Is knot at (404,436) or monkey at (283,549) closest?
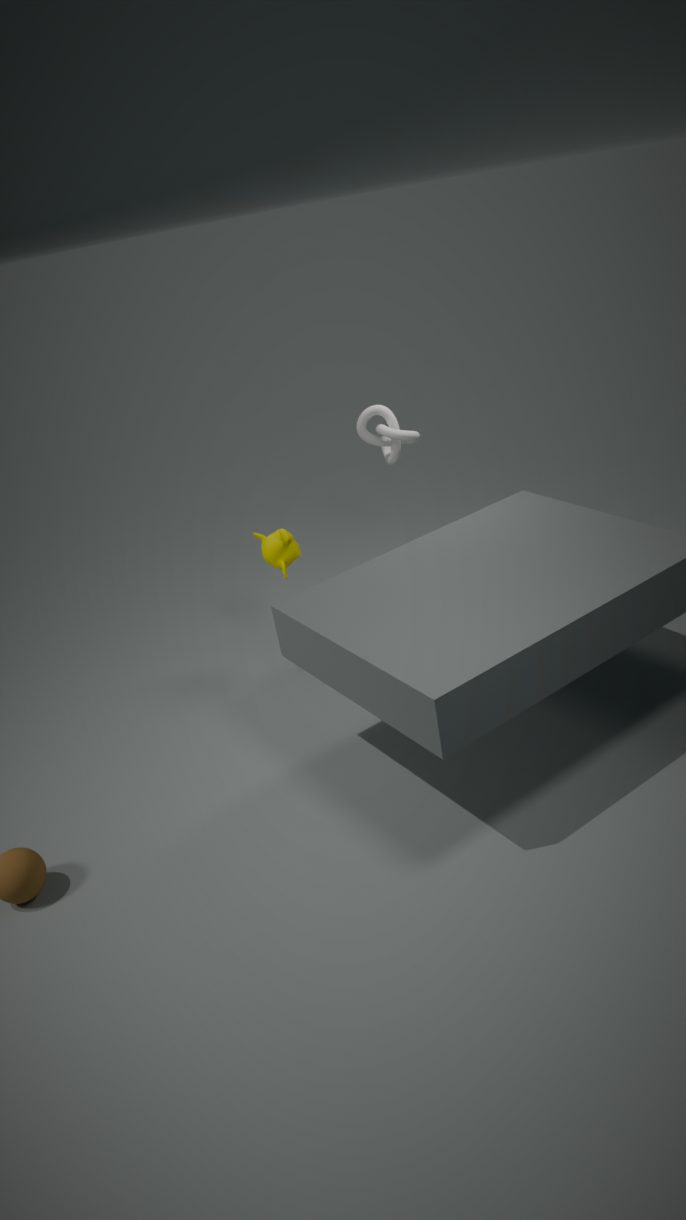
knot at (404,436)
